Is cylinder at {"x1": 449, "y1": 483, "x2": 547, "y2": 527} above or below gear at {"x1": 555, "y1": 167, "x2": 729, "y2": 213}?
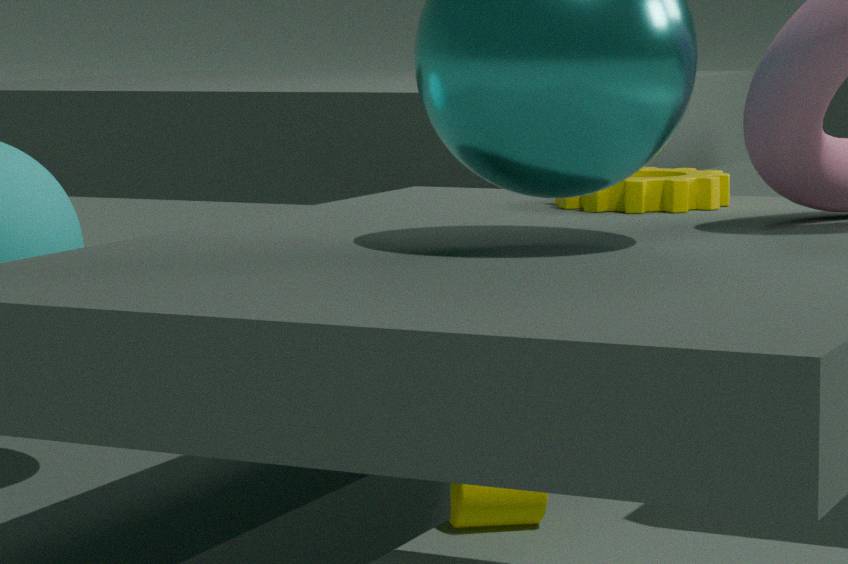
below
